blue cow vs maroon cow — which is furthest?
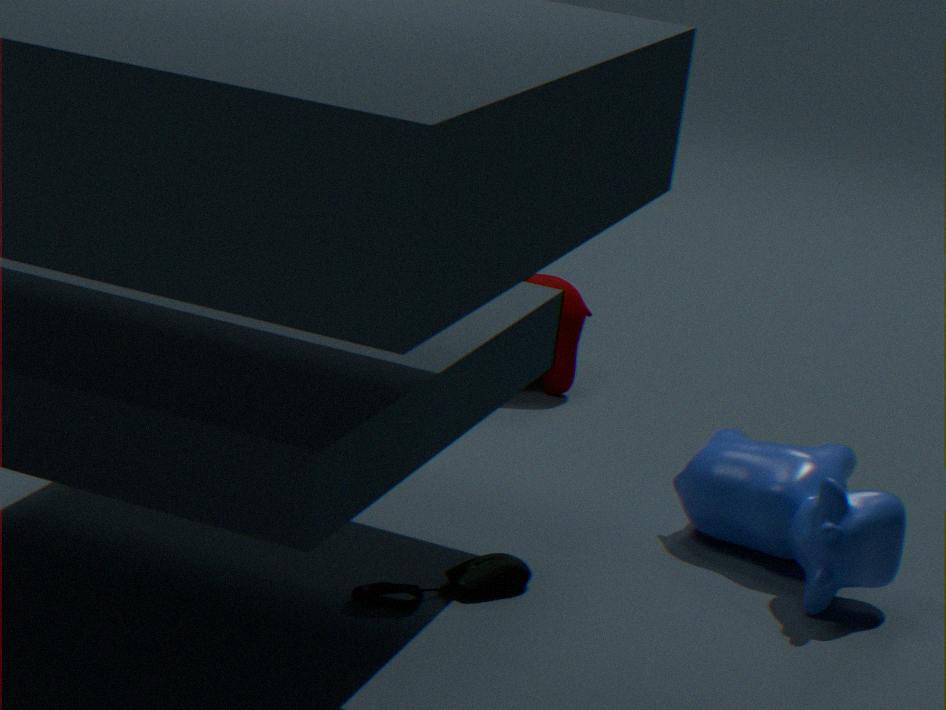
maroon cow
